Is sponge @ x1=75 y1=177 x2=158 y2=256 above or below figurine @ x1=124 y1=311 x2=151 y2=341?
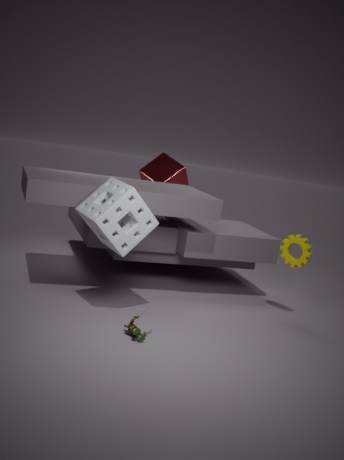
above
